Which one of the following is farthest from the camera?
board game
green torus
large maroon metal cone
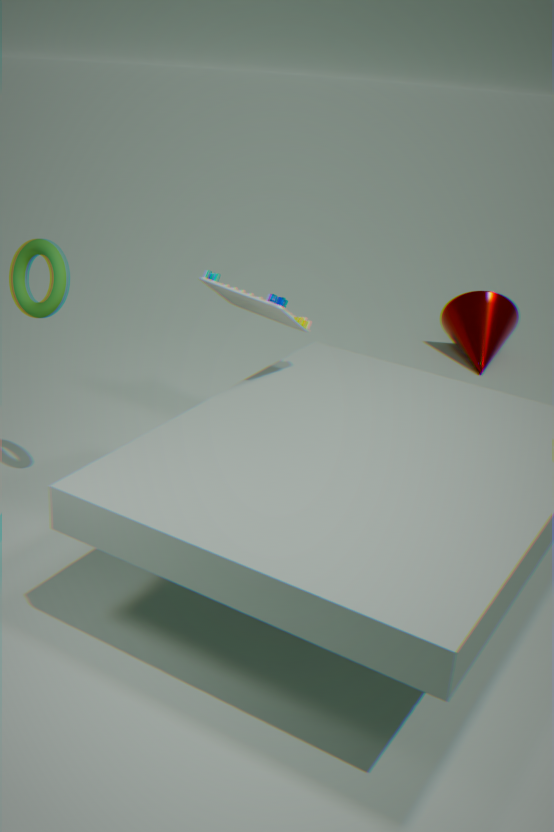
large maroon metal cone
